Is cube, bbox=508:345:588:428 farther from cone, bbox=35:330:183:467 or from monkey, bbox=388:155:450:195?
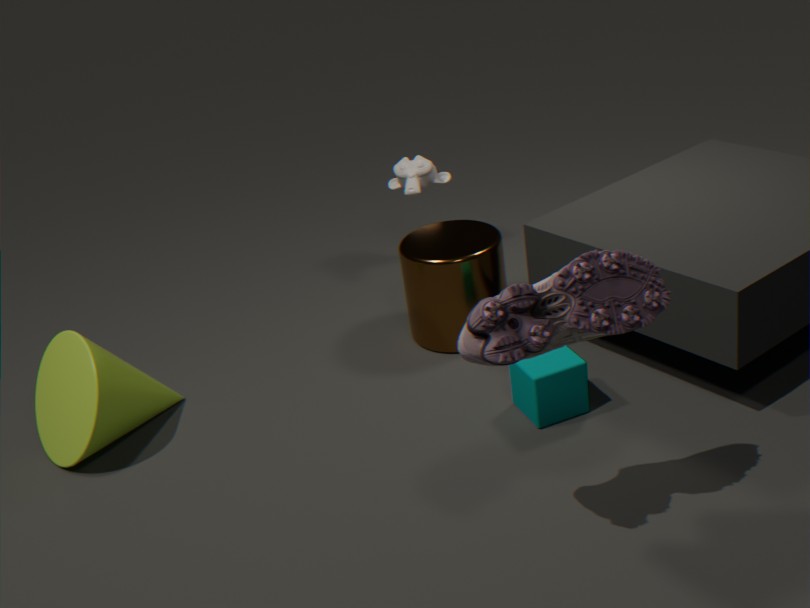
cone, bbox=35:330:183:467
